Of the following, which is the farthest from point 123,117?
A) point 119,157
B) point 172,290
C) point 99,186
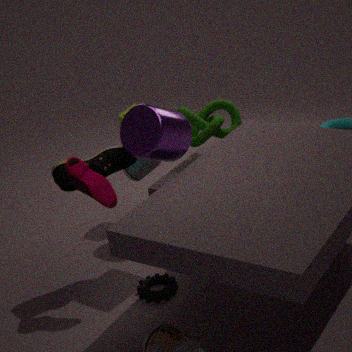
point 172,290
